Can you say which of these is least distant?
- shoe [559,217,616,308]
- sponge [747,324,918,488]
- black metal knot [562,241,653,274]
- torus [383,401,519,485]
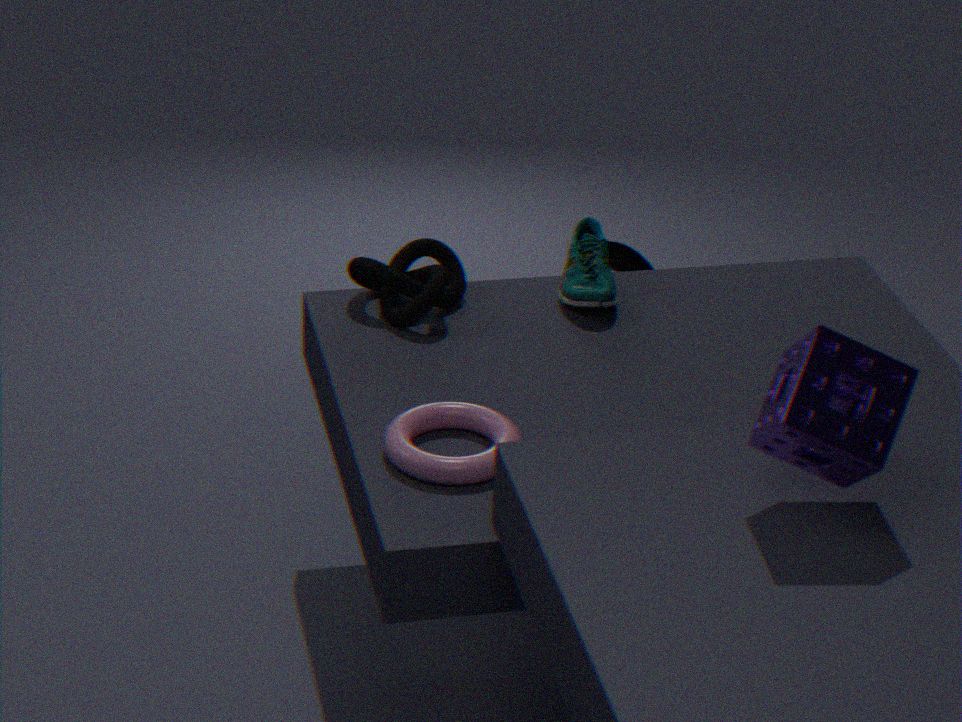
sponge [747,324,918,488]
